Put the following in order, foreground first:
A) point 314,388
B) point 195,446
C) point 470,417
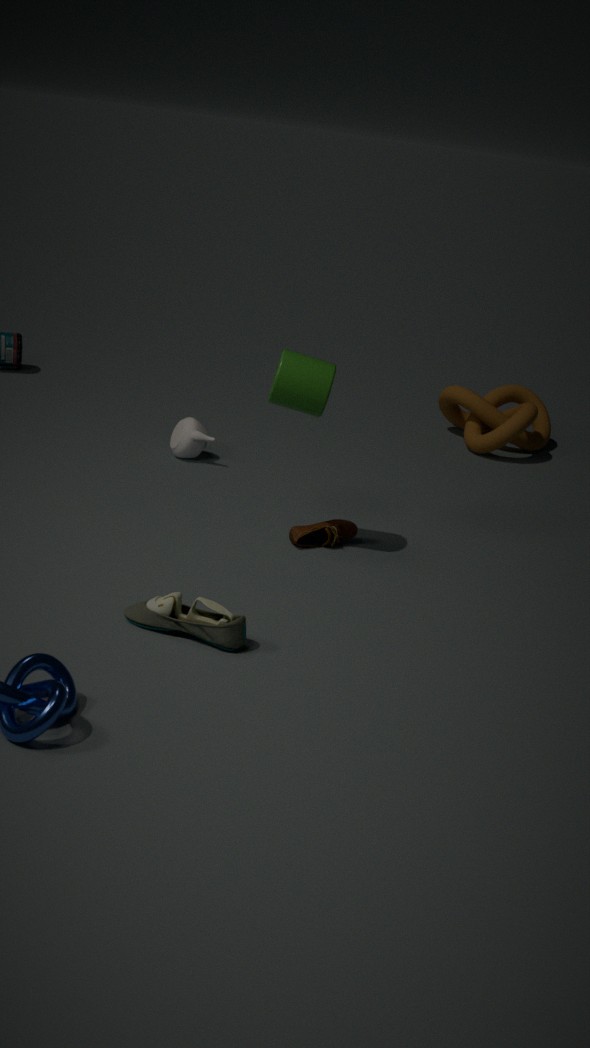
point 314,388, point 195,446, point 470,417
